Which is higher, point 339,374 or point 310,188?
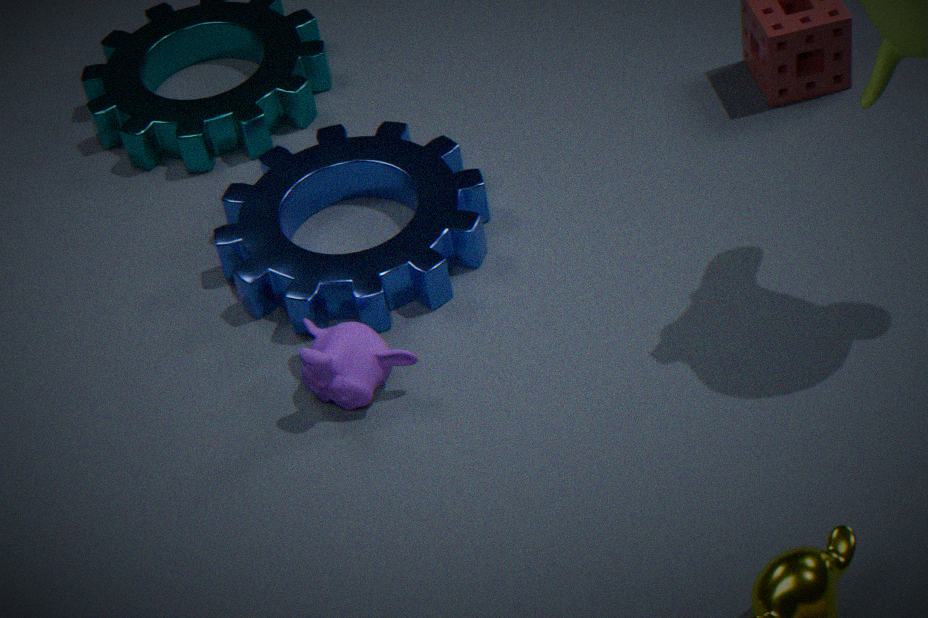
point 339,374
